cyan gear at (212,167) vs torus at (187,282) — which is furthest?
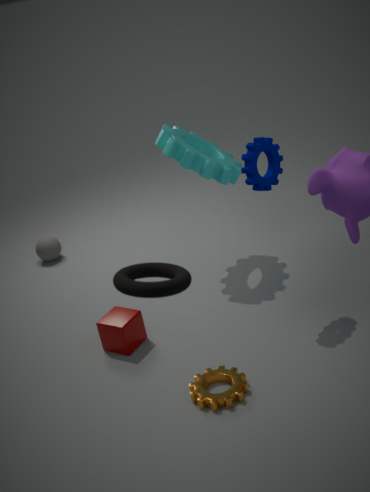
cyan gear at (212,167)
